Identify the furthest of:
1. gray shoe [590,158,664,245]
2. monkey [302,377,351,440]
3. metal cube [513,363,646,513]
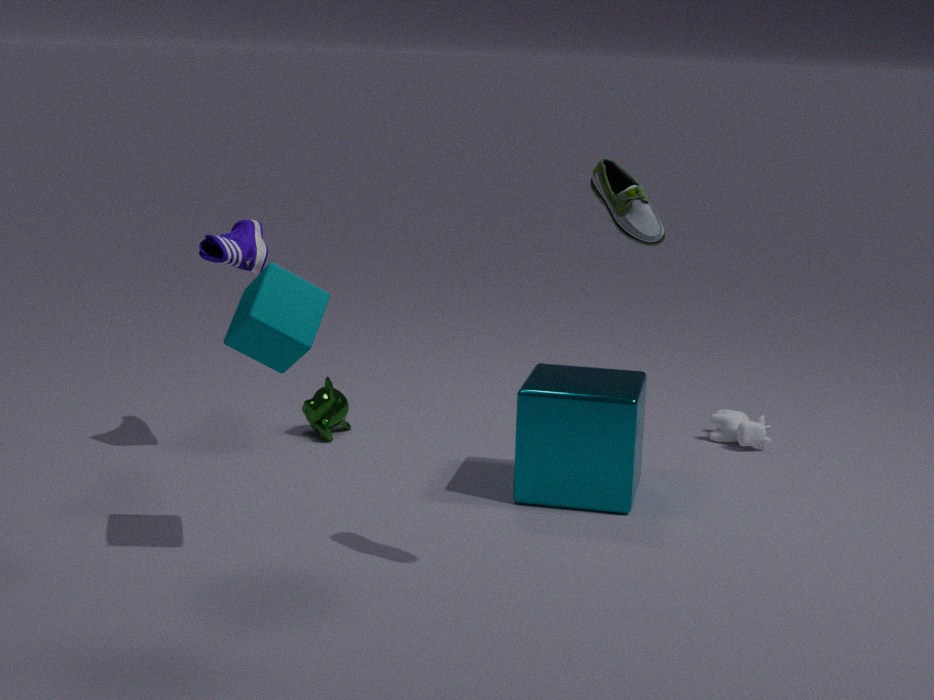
monkey [302,377,351,440]
